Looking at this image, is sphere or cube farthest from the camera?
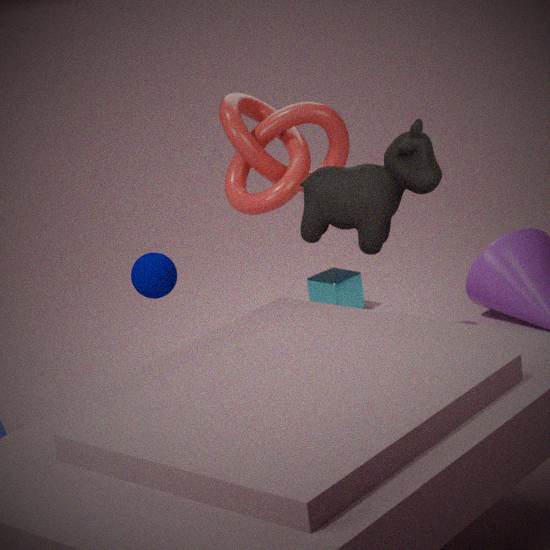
cube
